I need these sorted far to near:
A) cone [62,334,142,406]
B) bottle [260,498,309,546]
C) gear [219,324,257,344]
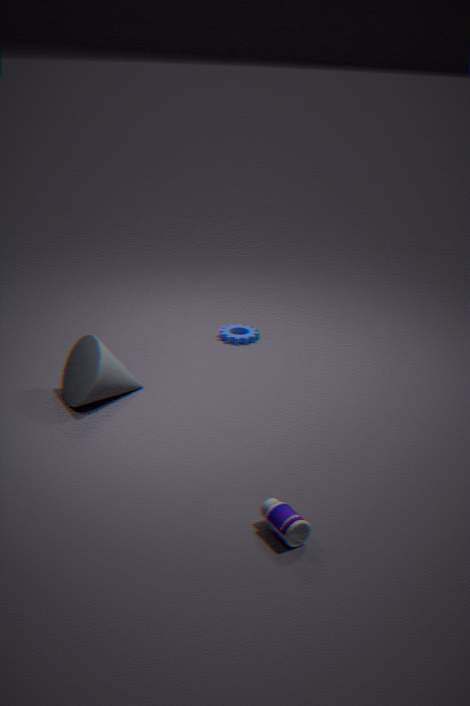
gear [219,324,257,344], cone [62,334,142,406], bottle [260,498,309,546]
